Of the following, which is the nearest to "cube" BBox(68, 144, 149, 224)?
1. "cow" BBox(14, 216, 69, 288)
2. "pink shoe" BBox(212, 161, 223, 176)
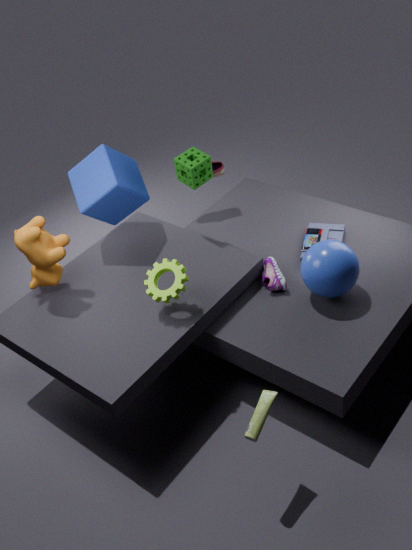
"cow" BBox(14, 216, 69, 288)
